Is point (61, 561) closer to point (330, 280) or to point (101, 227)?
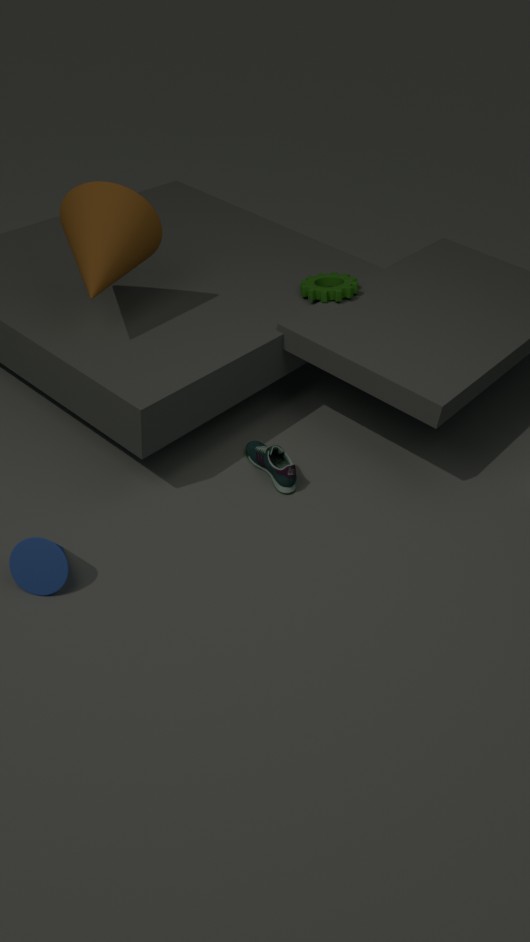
point (101, 227)
